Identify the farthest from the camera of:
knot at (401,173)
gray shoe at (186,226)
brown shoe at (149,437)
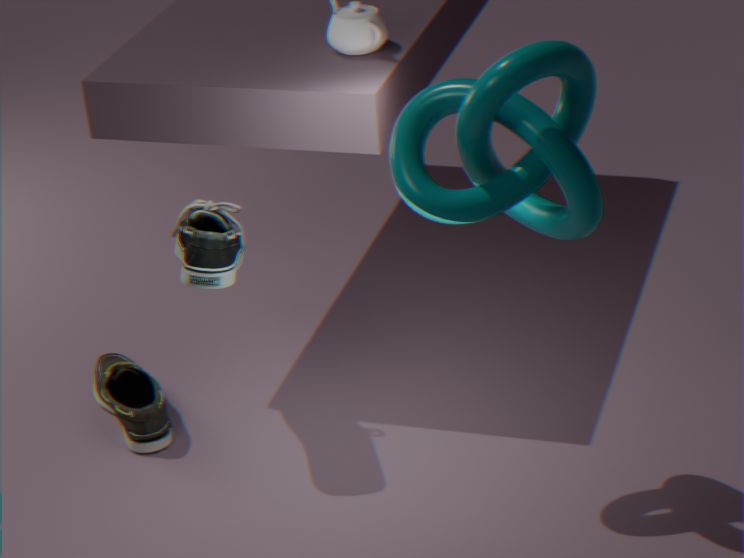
brown shoe at (149,437)
